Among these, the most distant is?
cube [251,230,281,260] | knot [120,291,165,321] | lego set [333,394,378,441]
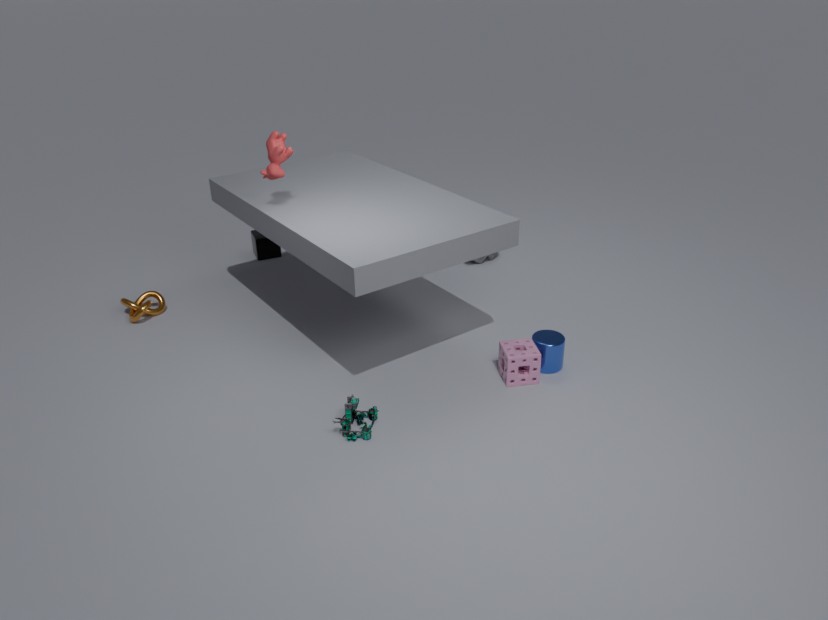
cube [251,230,281,260]
